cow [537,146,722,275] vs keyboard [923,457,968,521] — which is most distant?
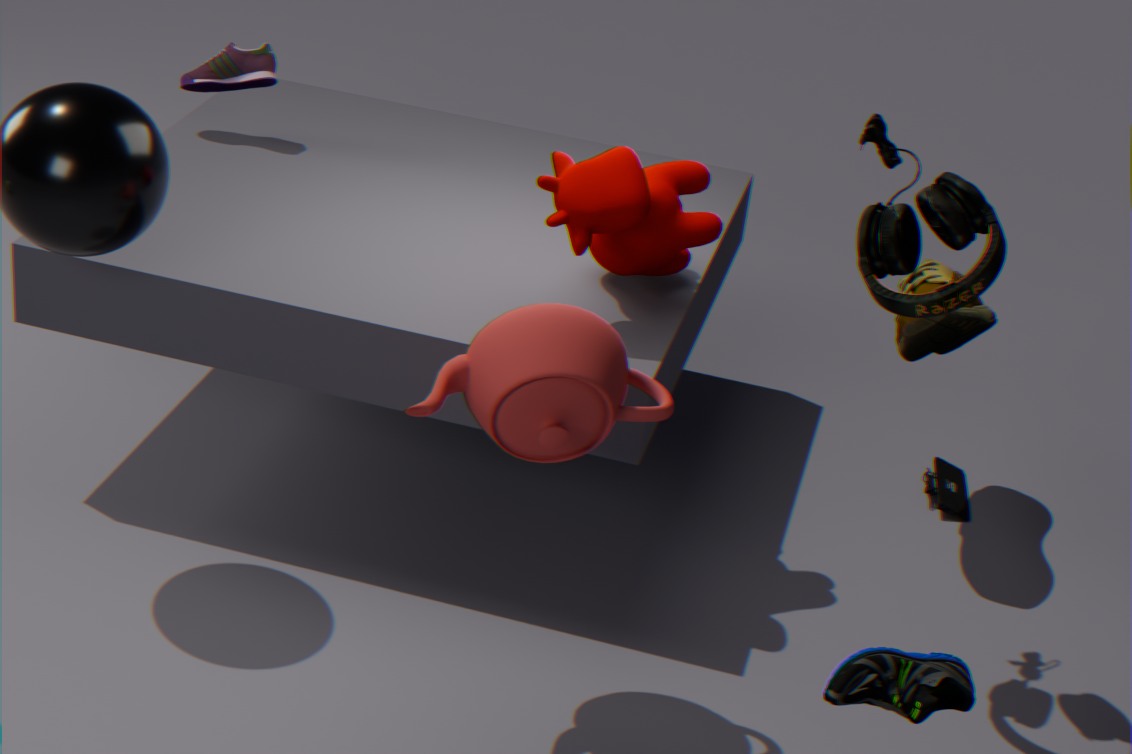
keyboard [923,457,968,521]
